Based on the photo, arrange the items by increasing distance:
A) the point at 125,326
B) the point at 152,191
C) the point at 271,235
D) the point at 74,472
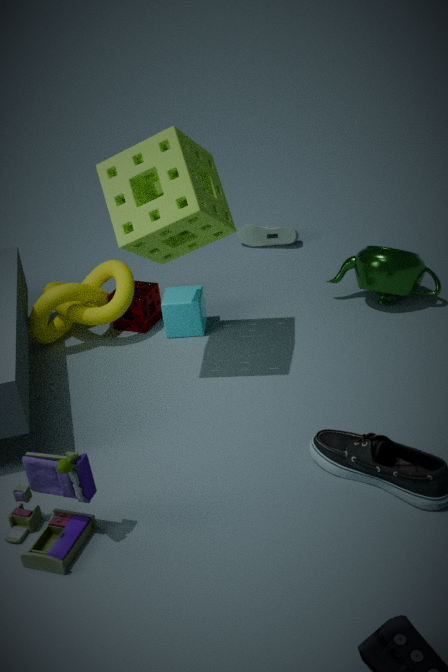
the point at 74,472
the point at 152,191
the point at 125,326
the point at 271,235
